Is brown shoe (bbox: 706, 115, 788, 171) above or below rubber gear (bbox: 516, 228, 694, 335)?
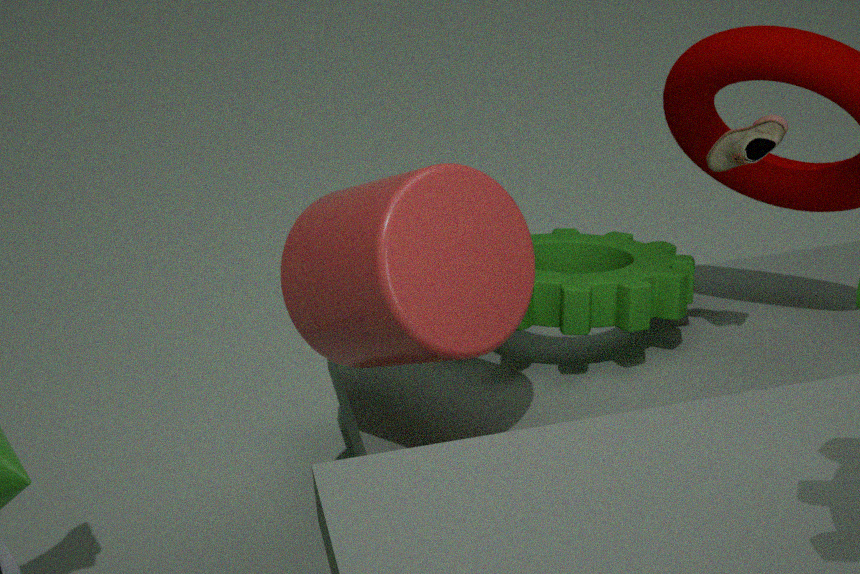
above
